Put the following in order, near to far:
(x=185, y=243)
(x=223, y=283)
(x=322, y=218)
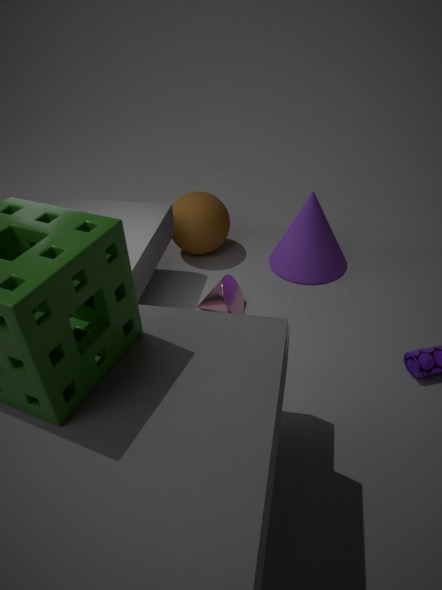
(x=223, y=283), (x=322, y=218), (x=185, y=243)
